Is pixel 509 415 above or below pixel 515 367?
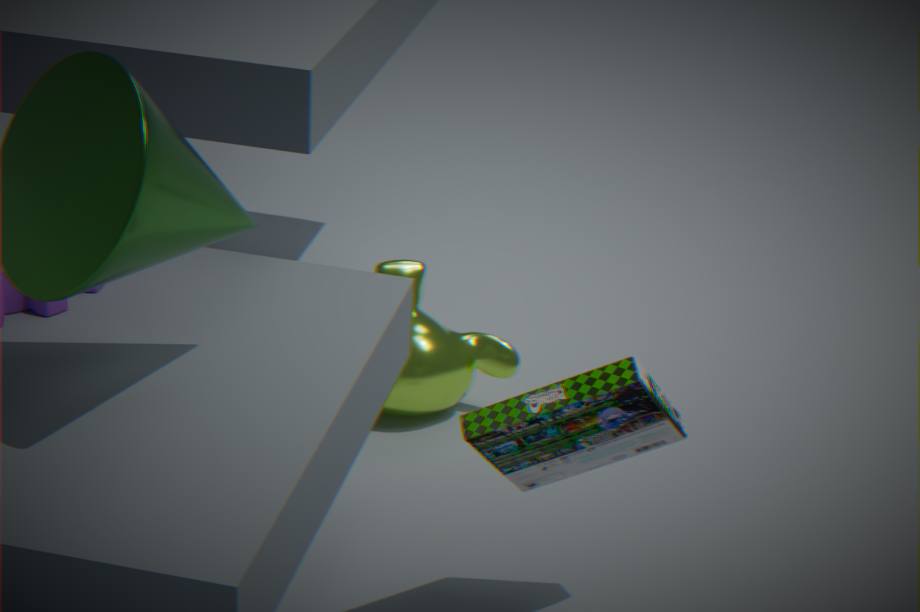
above
